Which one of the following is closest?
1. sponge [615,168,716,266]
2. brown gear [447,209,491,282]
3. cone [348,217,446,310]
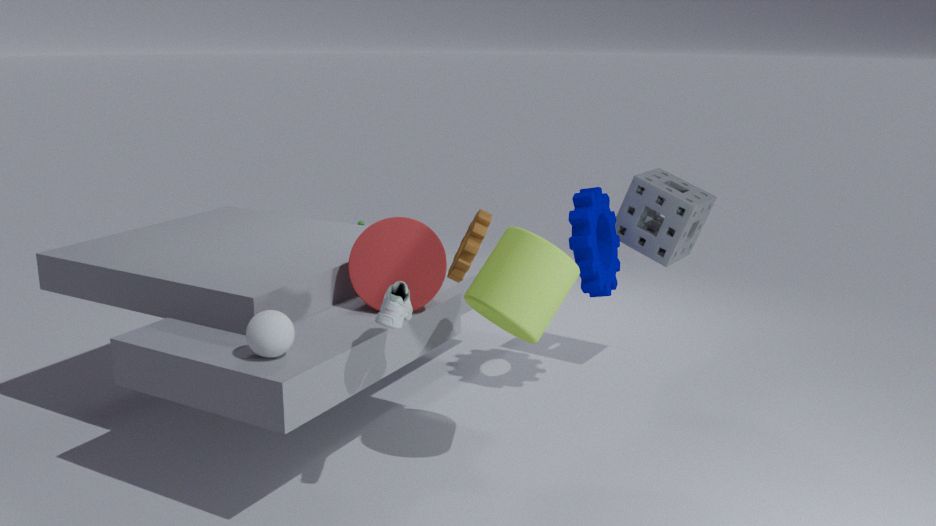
brown gear [447,209,491,282]
